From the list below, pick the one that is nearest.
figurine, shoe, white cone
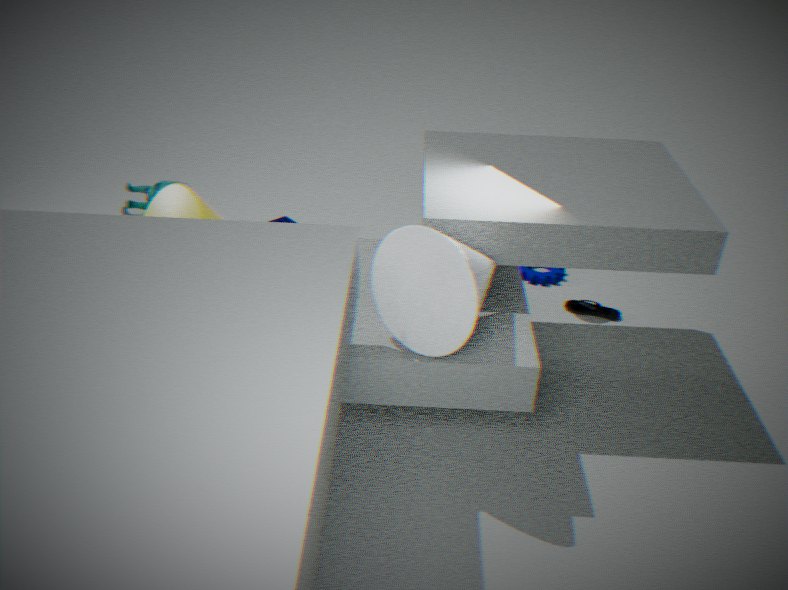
white cone
